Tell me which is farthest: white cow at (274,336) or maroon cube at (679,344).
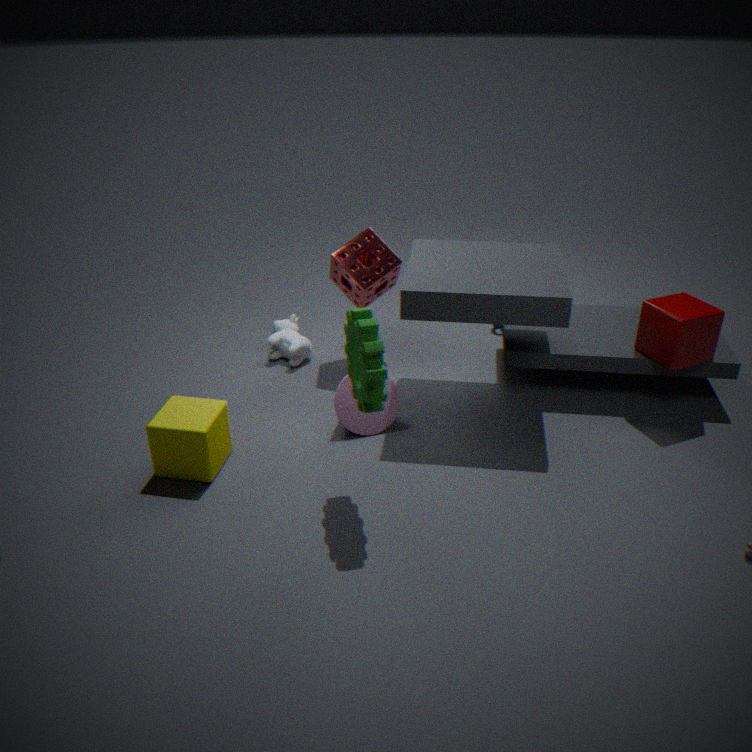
white cow at (274,336)
